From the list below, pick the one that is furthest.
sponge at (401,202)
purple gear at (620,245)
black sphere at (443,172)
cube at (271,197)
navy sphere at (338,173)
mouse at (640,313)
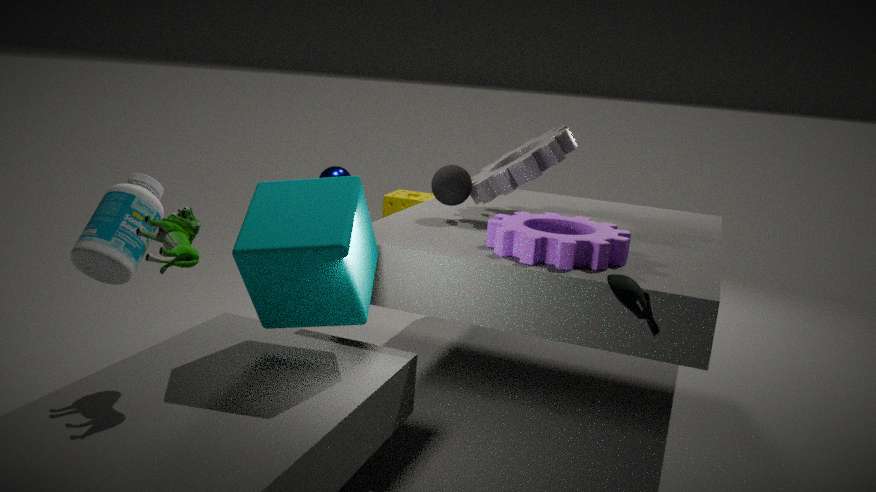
sponge at (401,202)
